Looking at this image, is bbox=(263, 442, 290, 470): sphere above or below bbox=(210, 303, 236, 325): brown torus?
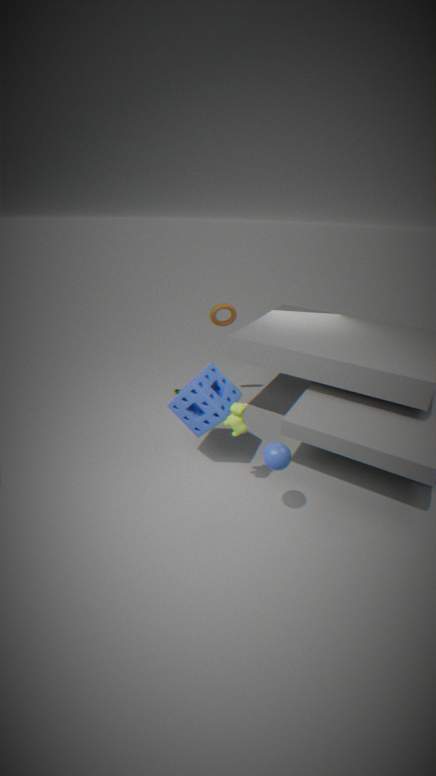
below
